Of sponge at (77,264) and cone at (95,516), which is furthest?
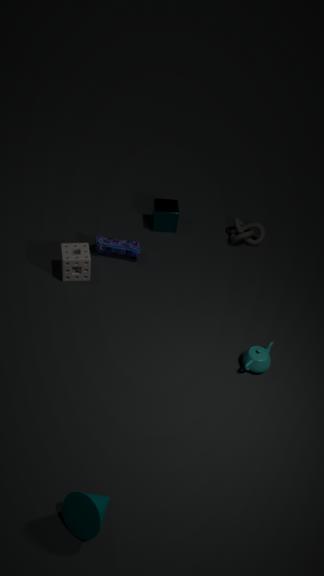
sponge at (77,264)
